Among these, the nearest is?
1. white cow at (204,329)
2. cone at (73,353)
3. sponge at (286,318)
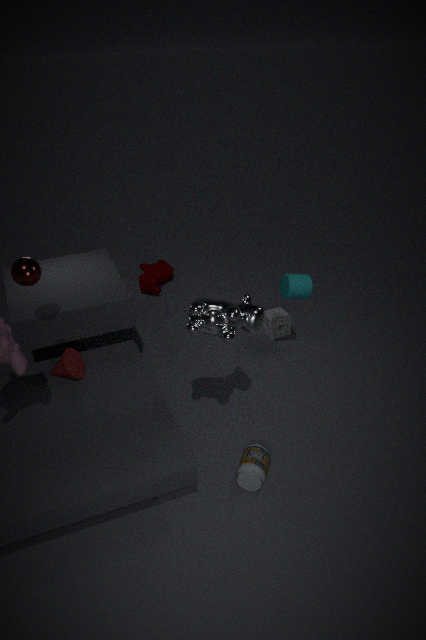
white cow at (204,329)
